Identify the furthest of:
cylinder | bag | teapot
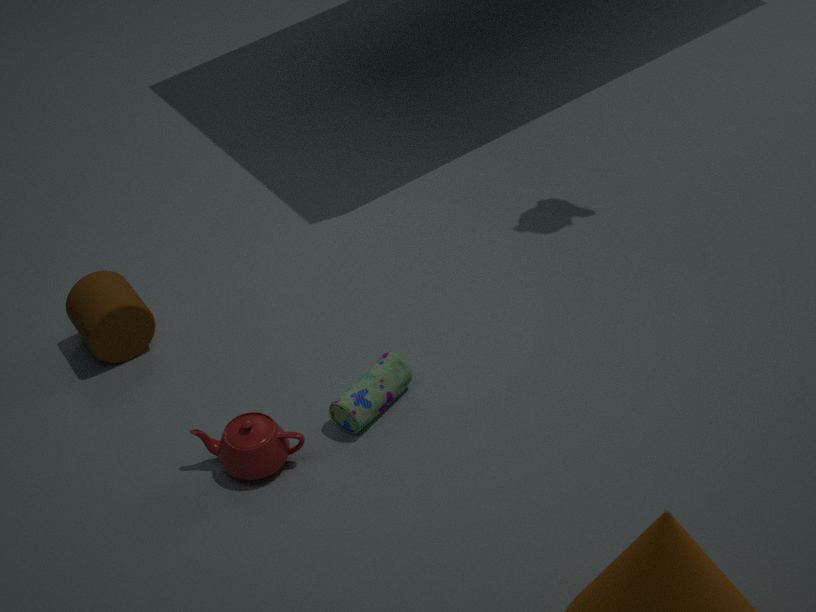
cylinder
